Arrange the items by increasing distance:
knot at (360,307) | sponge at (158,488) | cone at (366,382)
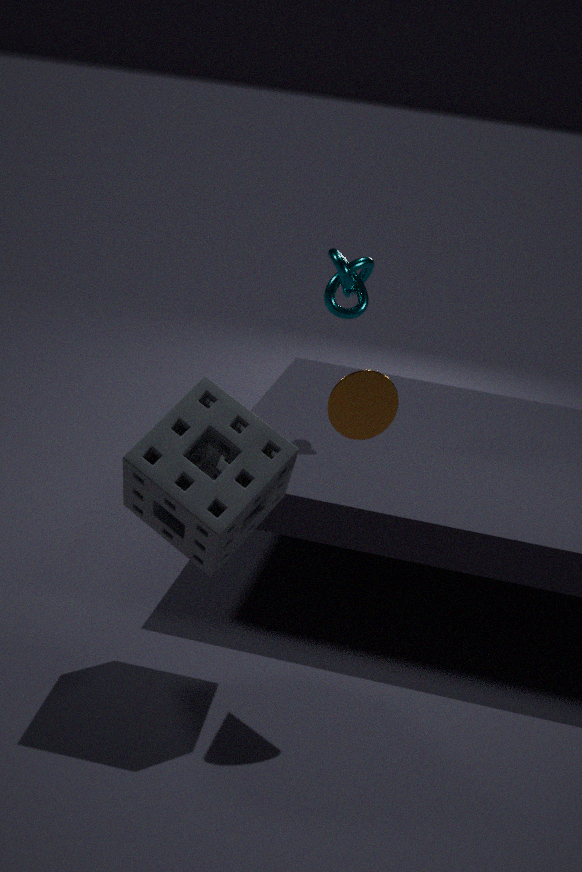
sponge at (158,488), cone at (366,382), knot at (360,307)
